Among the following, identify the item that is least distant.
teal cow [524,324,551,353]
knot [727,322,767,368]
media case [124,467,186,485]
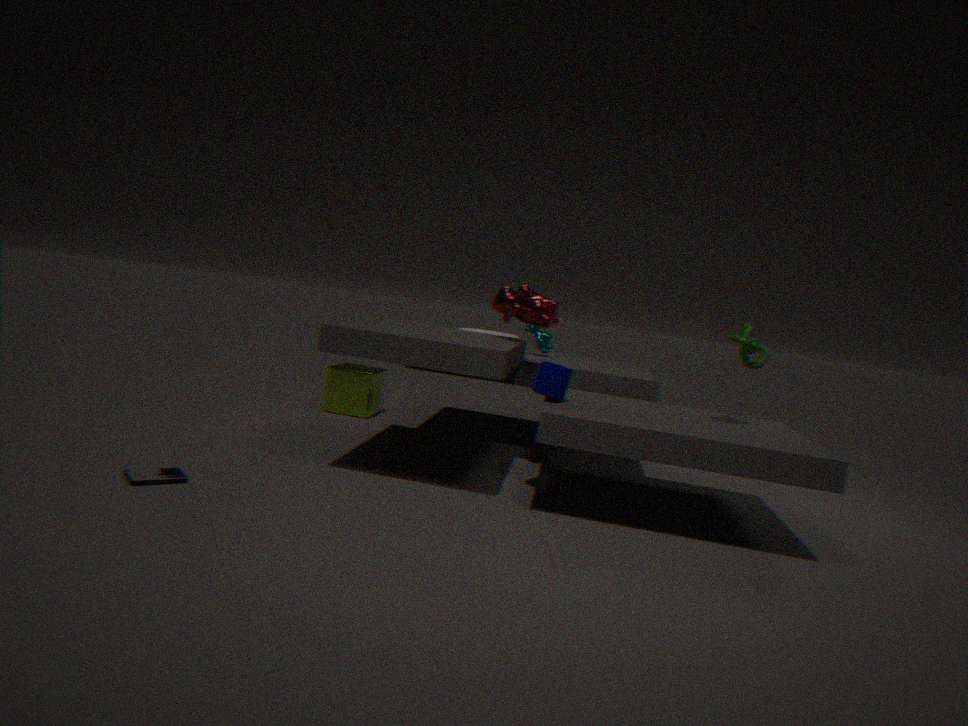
media case [124,467,186,485]
